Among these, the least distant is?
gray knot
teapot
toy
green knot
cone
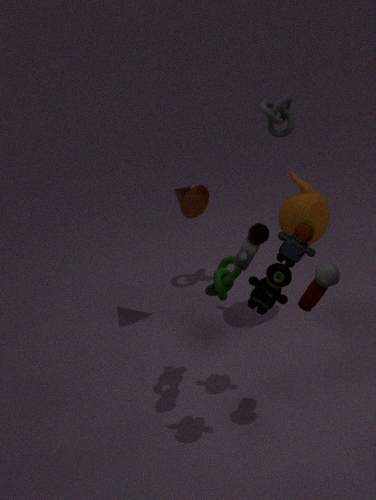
toy
